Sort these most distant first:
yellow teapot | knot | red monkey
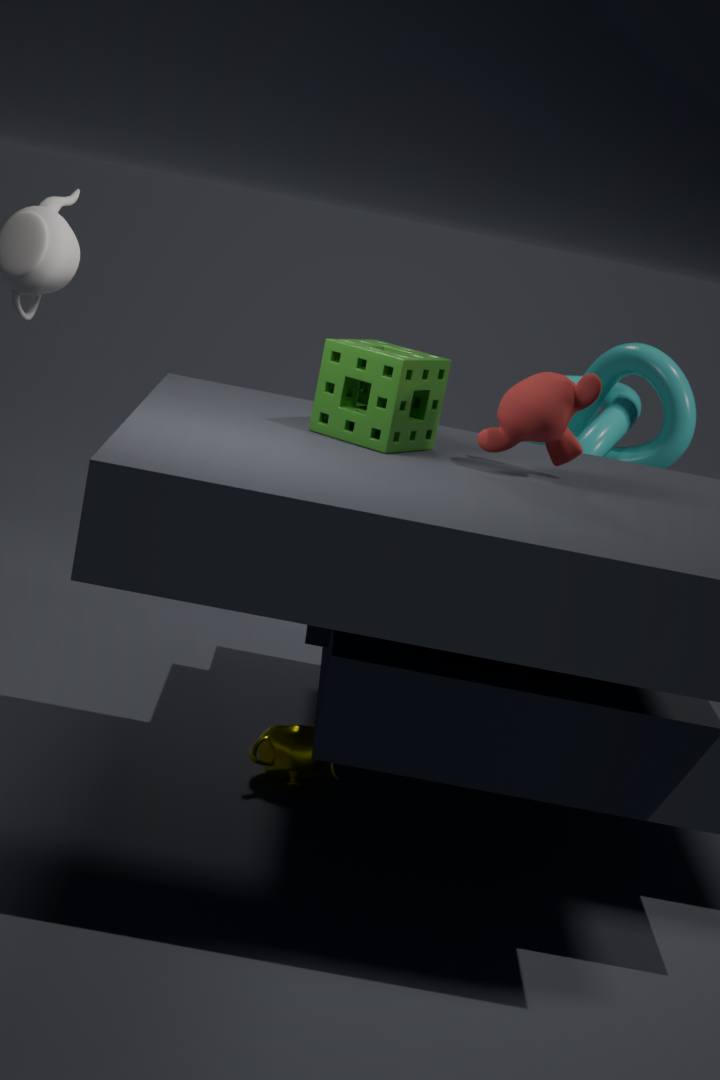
knot < yellow teapot < red monkey
